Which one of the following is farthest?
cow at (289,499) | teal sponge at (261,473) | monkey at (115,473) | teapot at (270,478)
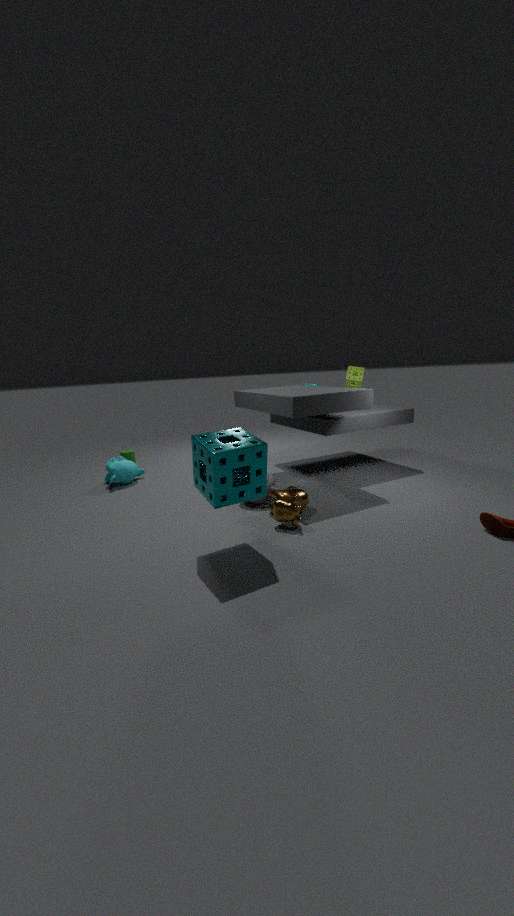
monkey at (115,473)
